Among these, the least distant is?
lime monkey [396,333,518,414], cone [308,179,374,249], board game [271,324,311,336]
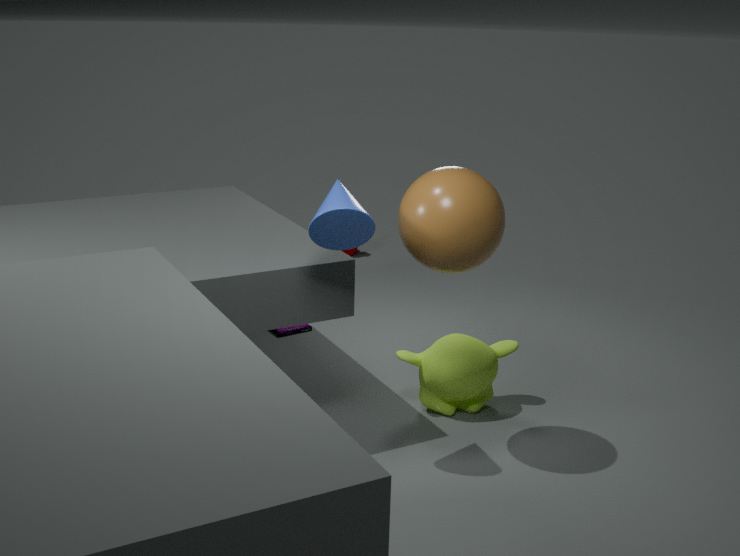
cone [308,179,374,249]
